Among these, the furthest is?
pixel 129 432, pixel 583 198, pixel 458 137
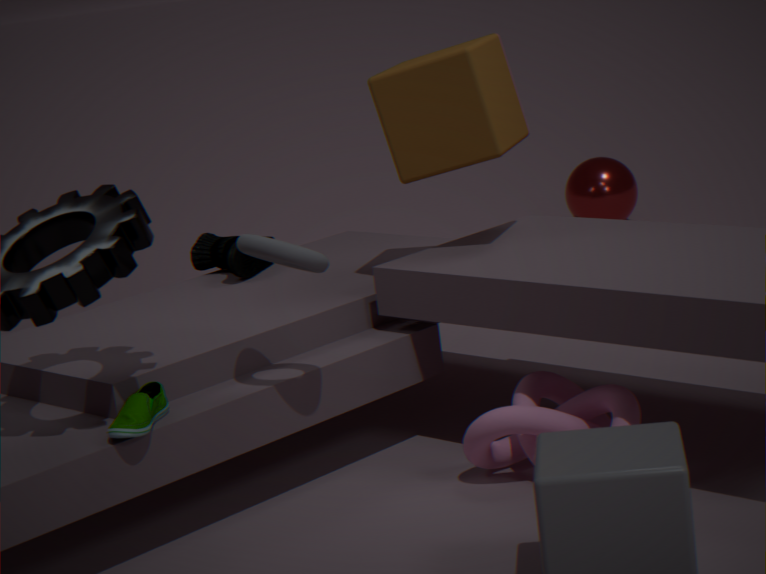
pixel 583 198
